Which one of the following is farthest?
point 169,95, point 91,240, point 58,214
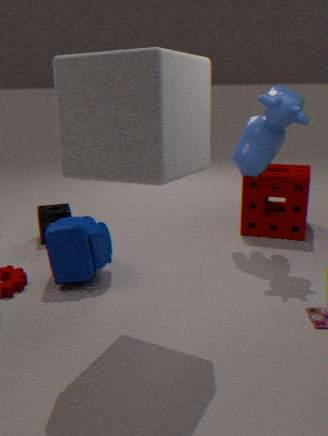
point 58,214
